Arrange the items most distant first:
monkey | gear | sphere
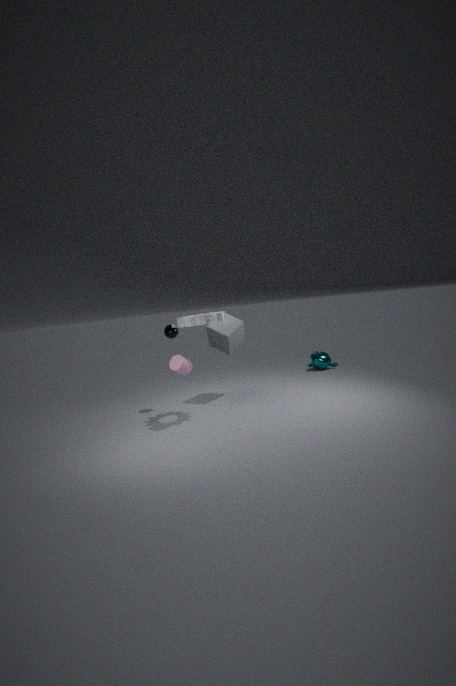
monkey < sphere < gear
